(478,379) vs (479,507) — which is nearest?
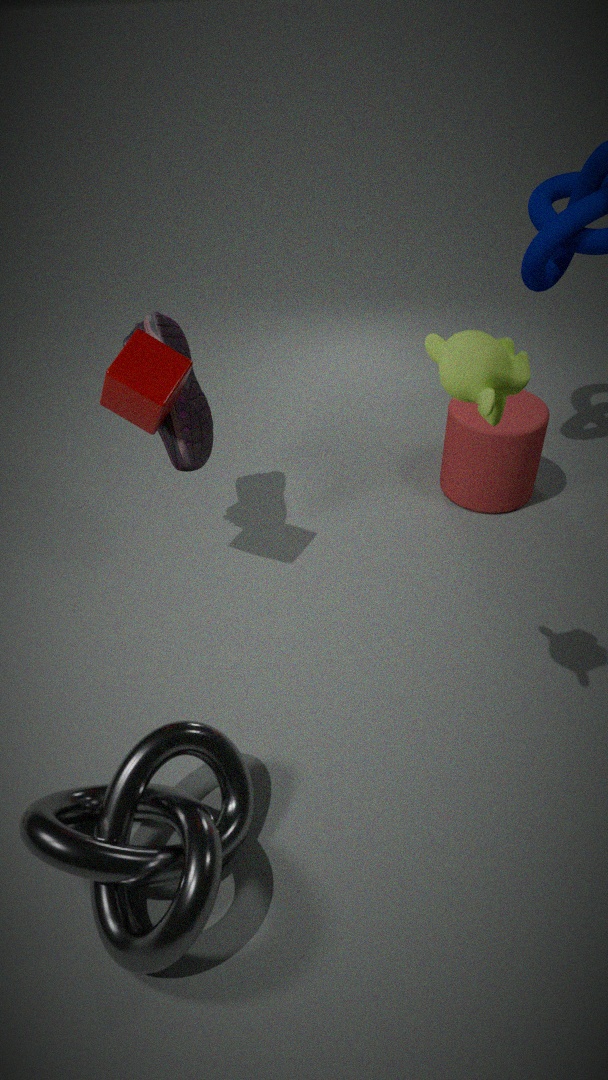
(478,379)
